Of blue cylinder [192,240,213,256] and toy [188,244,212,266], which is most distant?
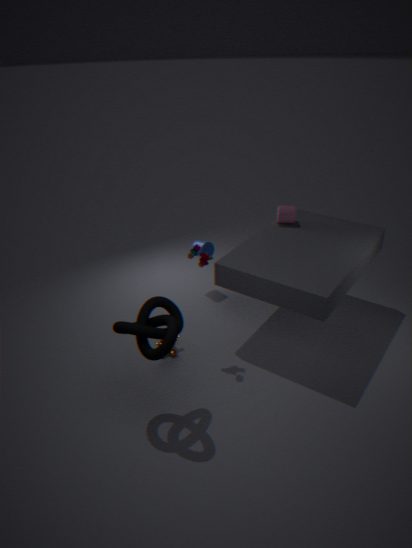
blue cylinder [192,240,213,256]
